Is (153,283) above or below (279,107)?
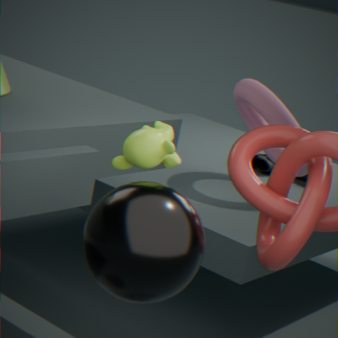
below
